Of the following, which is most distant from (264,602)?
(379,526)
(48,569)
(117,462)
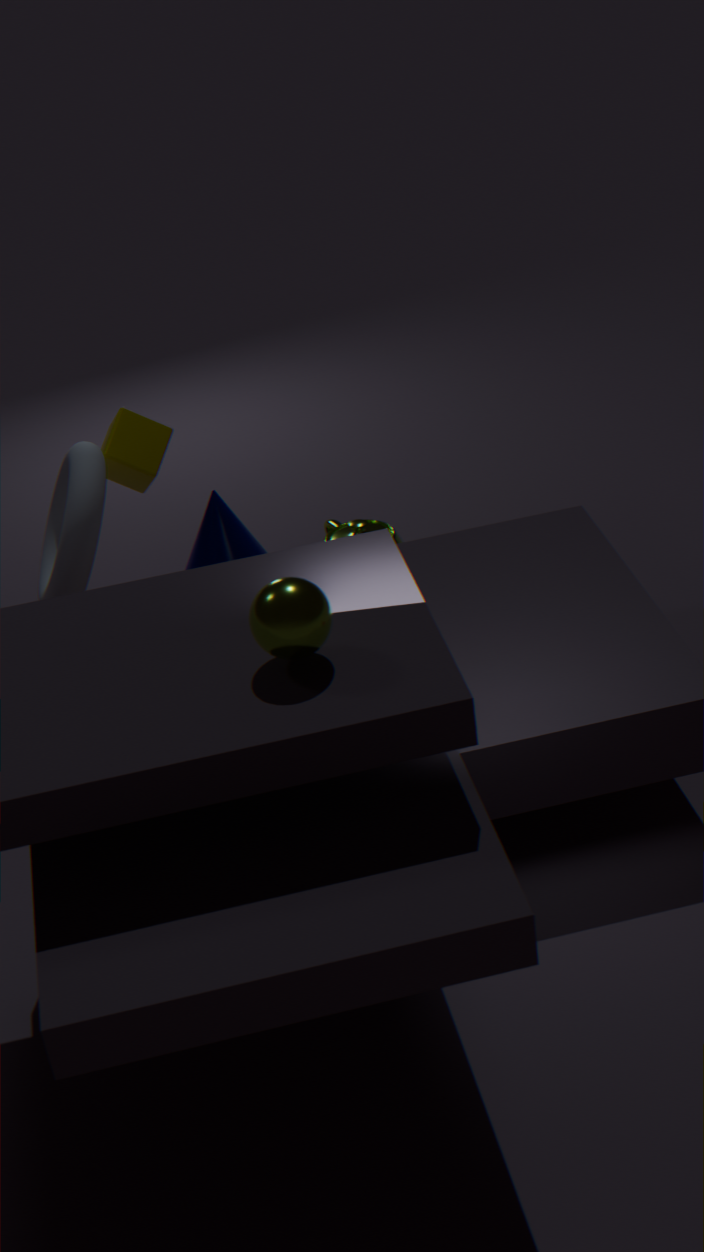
(379,526)
